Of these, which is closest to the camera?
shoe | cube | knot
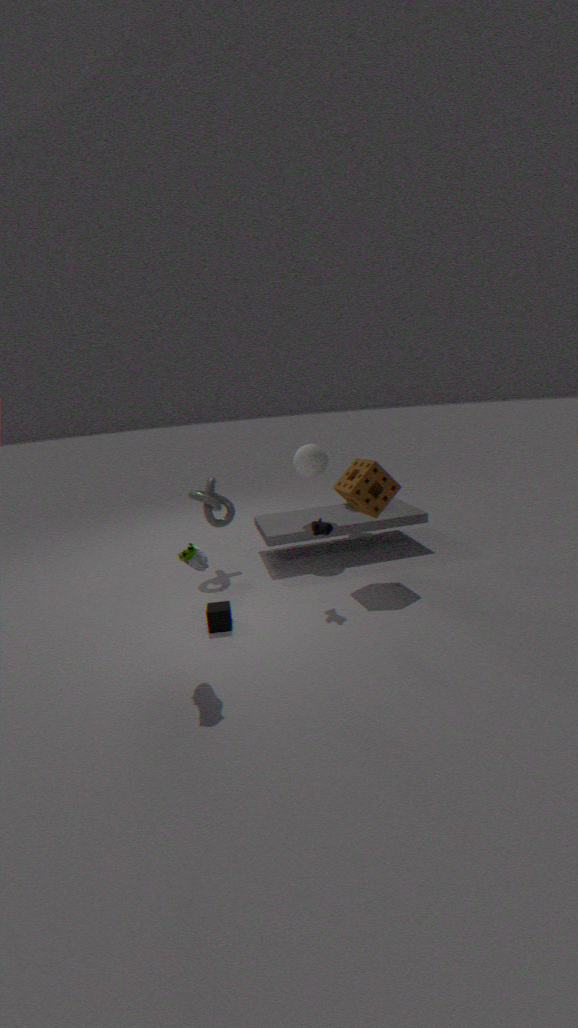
shoe
